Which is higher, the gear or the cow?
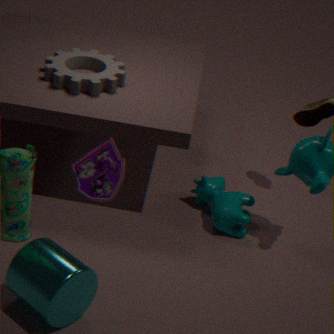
the gear
